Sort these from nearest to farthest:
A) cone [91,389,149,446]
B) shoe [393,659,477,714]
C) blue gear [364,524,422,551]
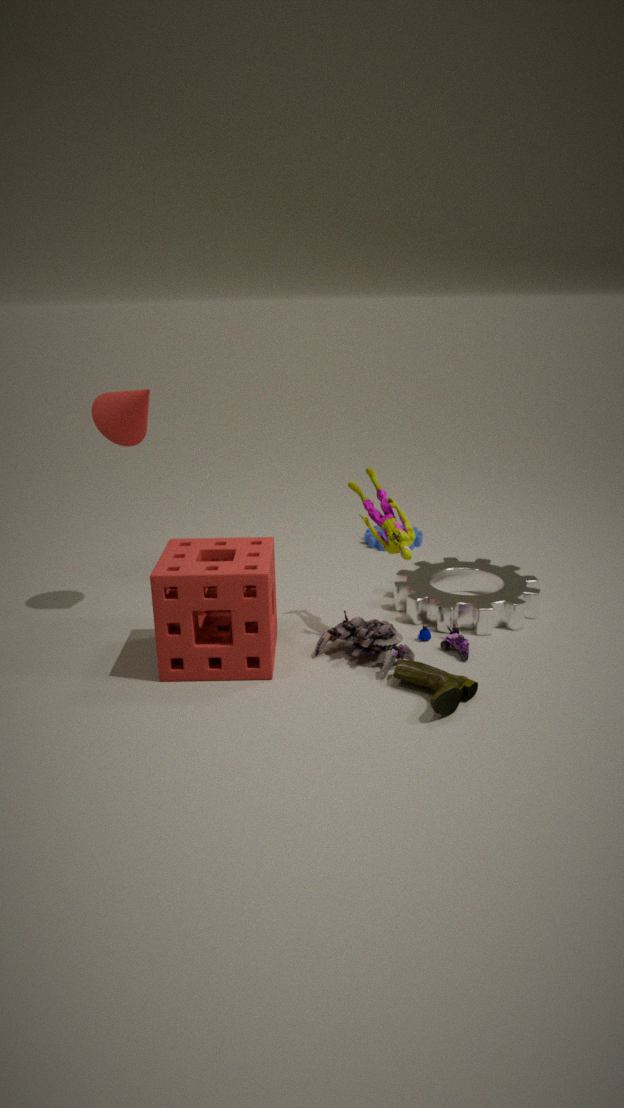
shoe [393,659,477,714], cone [91,389,149,446], blue gear [364,524,422,551]
